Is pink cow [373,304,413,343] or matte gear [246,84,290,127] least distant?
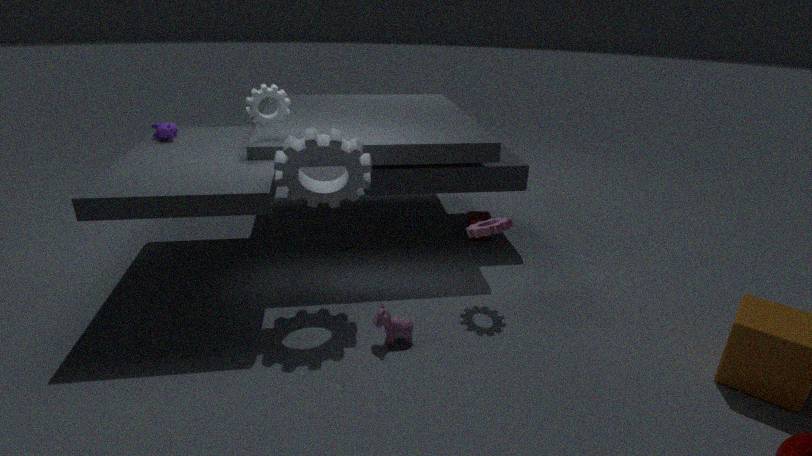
pink cow [373,304,413,343]
